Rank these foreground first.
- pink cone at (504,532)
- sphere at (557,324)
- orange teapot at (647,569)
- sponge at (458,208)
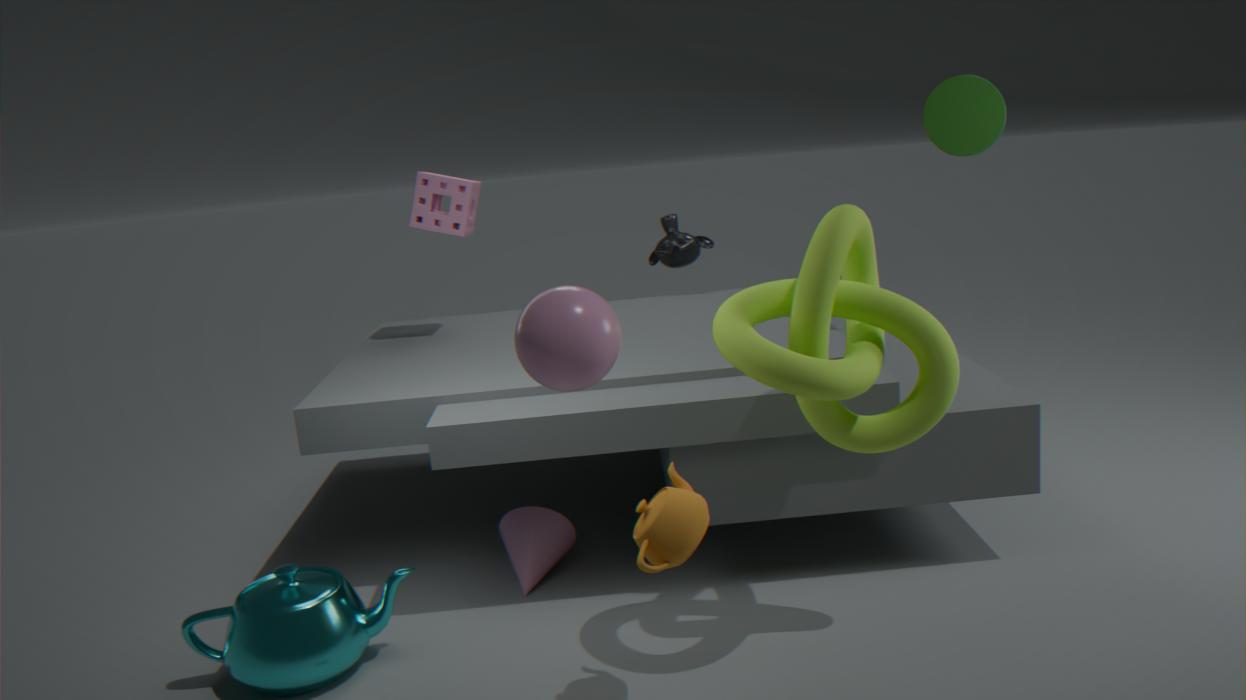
sphere at (557,324), orange teapot at (647,569), pink cone at (504,532), sponge at (458,208)
